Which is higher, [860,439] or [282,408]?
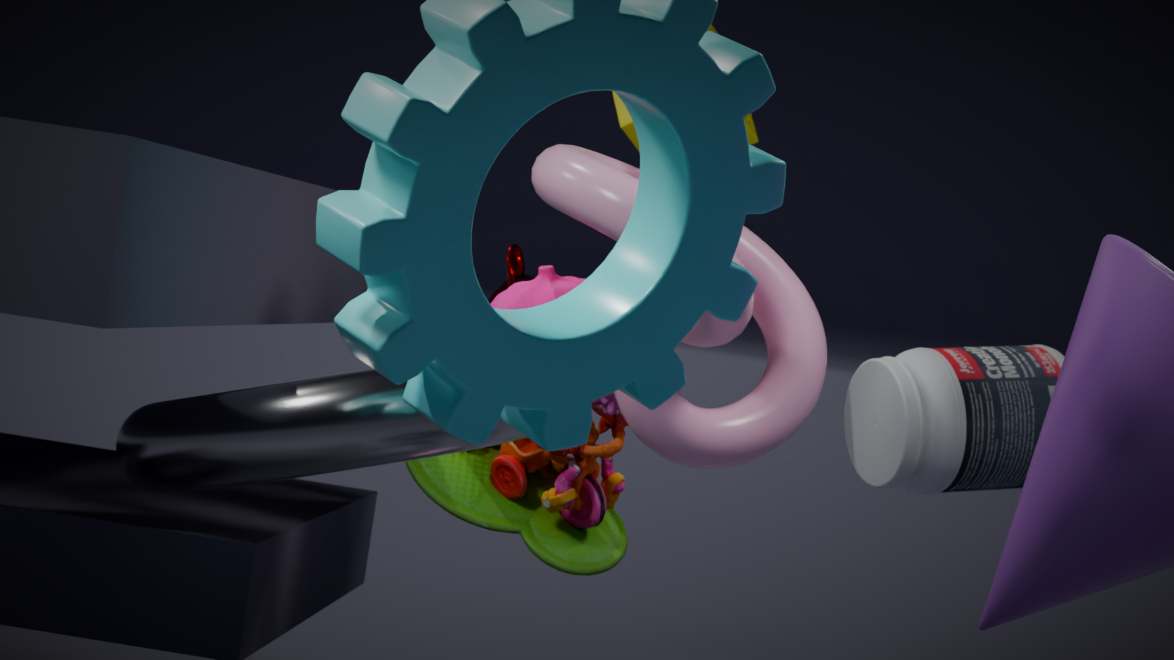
[860,439]
